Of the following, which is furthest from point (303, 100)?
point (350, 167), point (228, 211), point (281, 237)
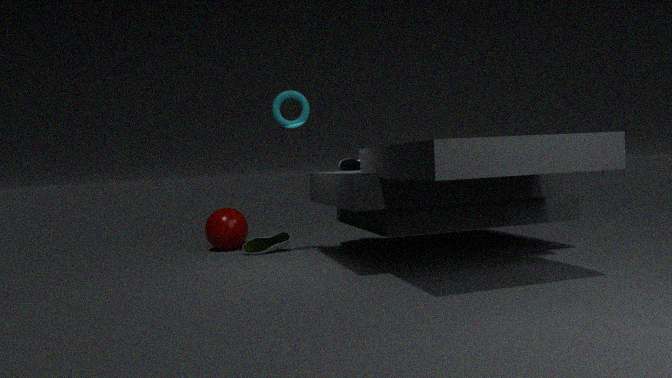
point (228, 211)
